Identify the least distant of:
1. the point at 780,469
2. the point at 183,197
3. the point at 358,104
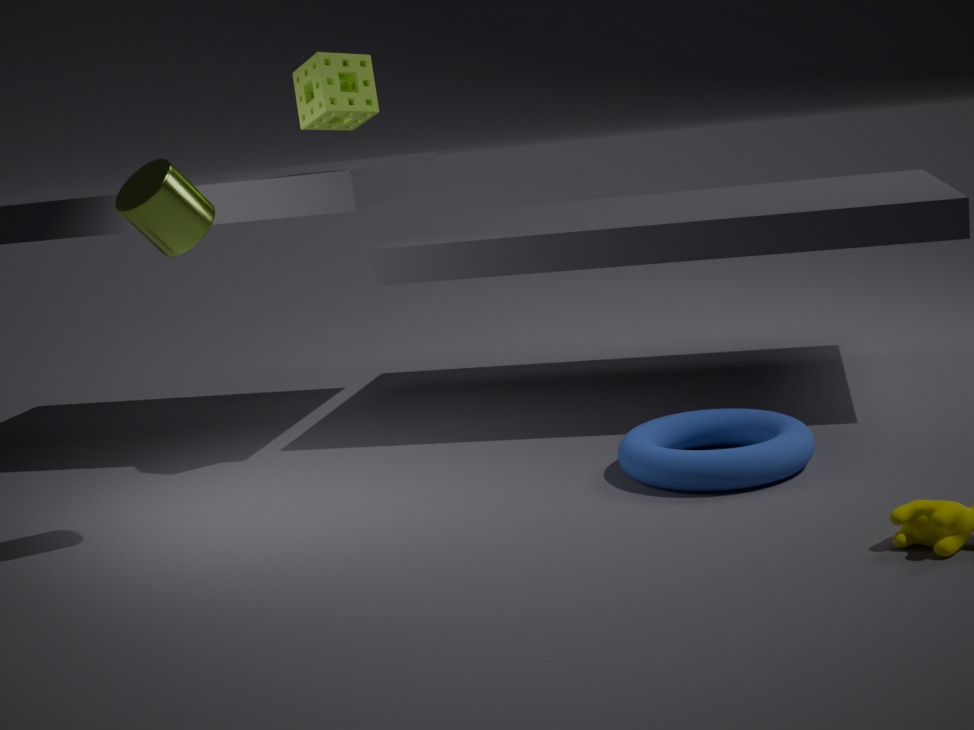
the point at 183,197
